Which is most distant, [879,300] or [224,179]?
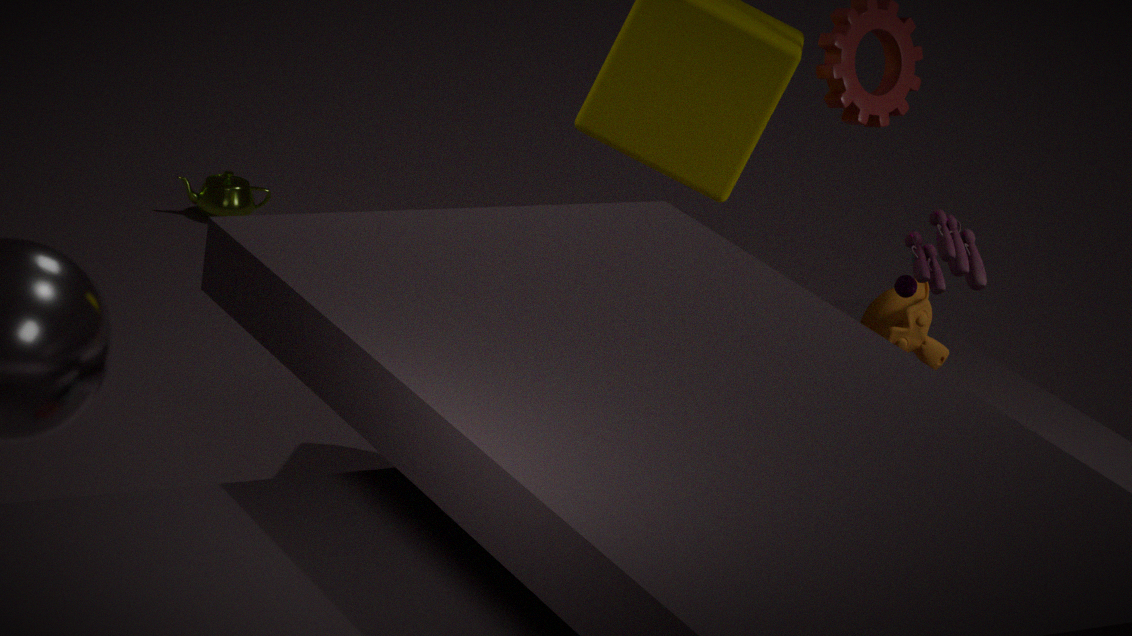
[224,179]
